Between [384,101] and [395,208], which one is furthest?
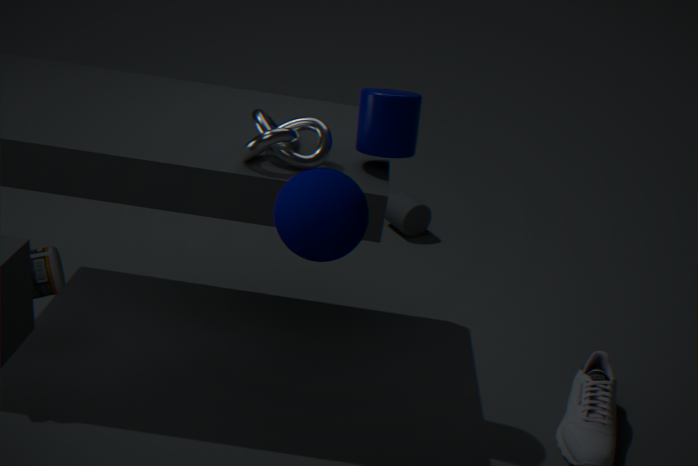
[395,208]
